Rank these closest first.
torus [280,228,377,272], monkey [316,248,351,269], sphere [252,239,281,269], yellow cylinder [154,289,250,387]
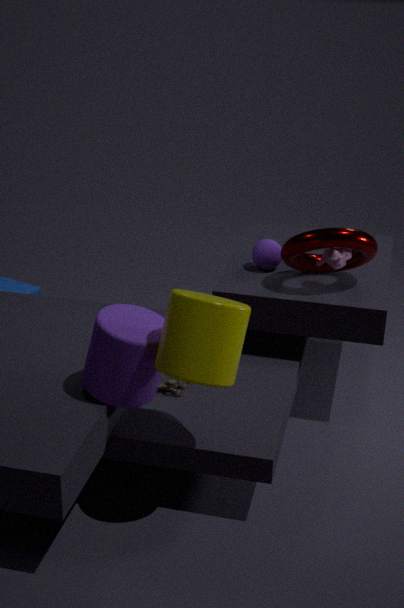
yellow cylinder [154,289,250,387]
torus [280,228,377,272]
monkey [316,248,351,269]
sphere [252,239,281,269]
